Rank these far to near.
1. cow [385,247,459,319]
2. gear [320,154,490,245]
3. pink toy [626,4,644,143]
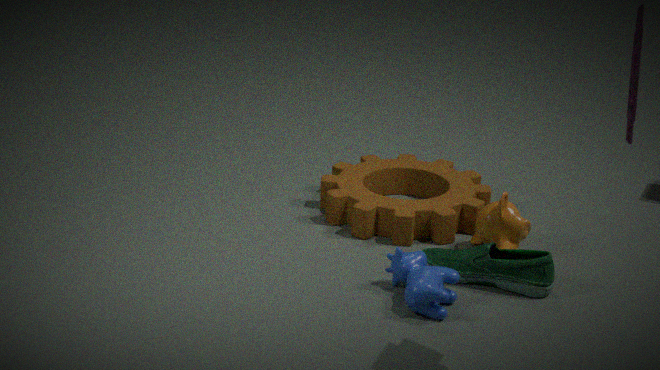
gear [320,154,490,245]
cow [385,247,459,319]
pink toy [626,4,644,143]
